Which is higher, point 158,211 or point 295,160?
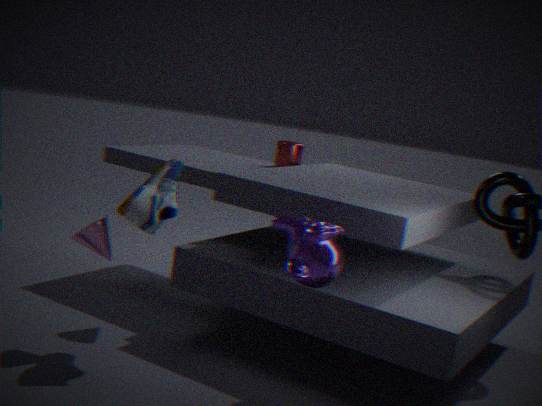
point 295,160
